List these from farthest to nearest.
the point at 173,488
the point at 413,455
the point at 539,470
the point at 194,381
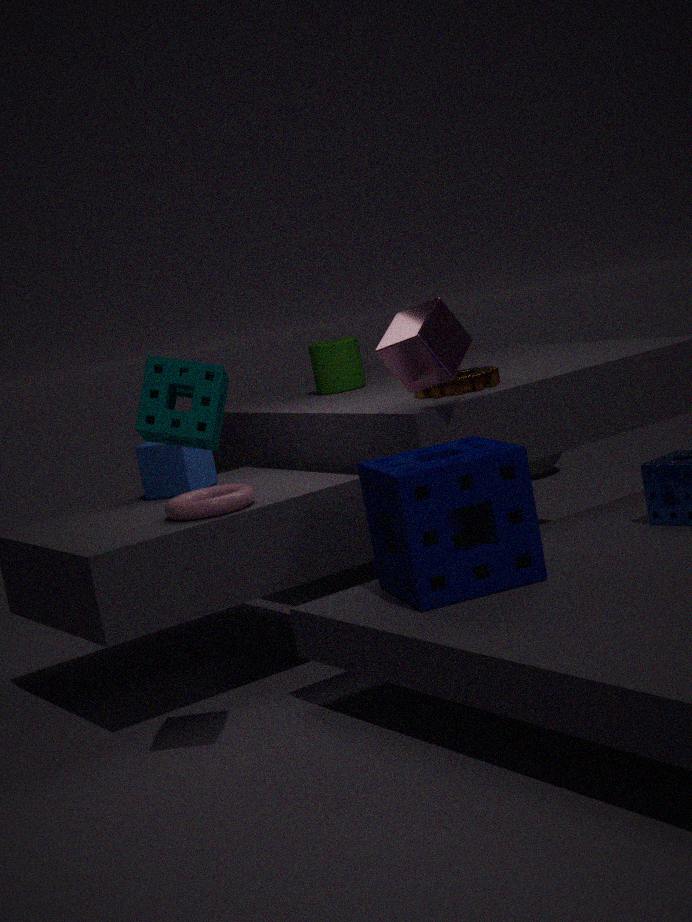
the point at 539,470 < the point at 173,488 < the point at 413,455 < the point at 194,381
